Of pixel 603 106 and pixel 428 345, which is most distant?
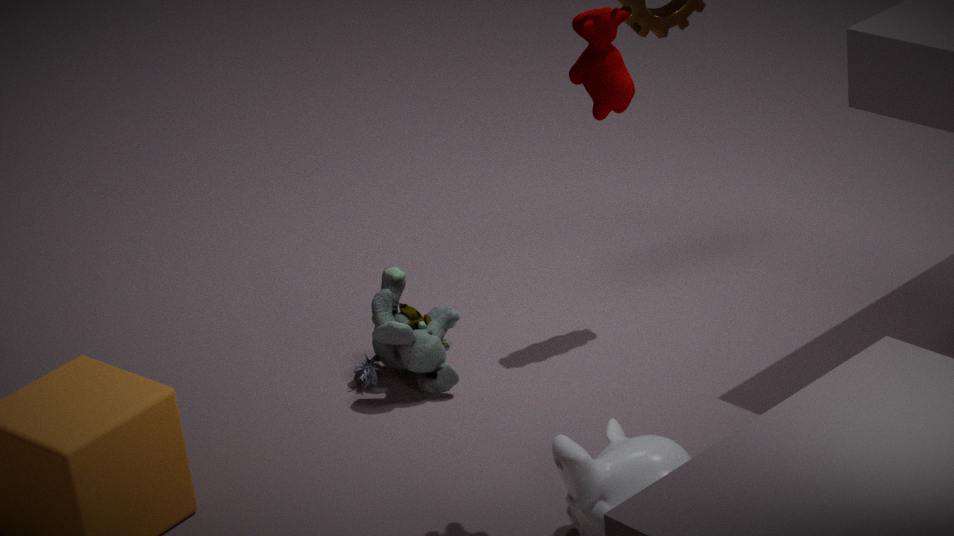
pixel 428 345
